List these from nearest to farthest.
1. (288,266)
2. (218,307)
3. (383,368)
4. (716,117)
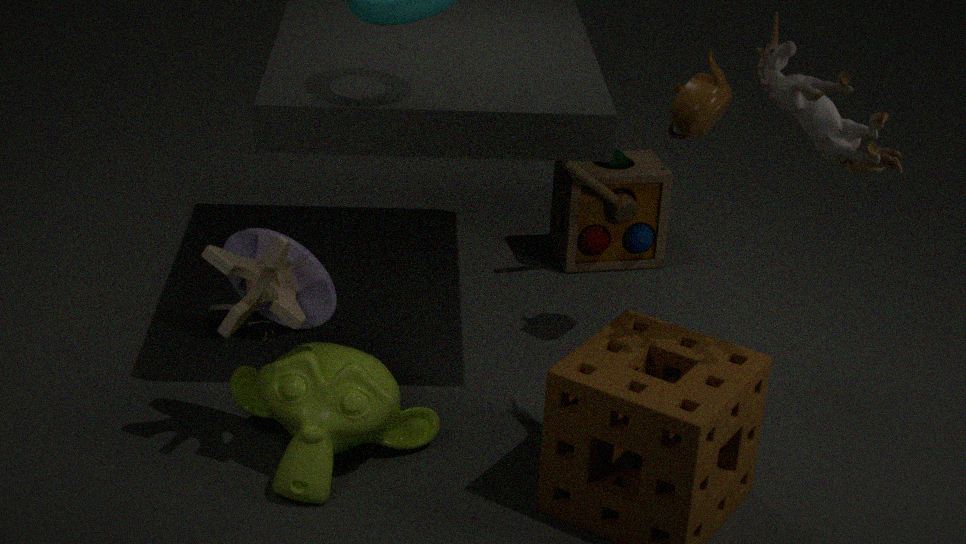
1. (288,266)
2. (383,368)
3. (716,117)
4. (218,307)
